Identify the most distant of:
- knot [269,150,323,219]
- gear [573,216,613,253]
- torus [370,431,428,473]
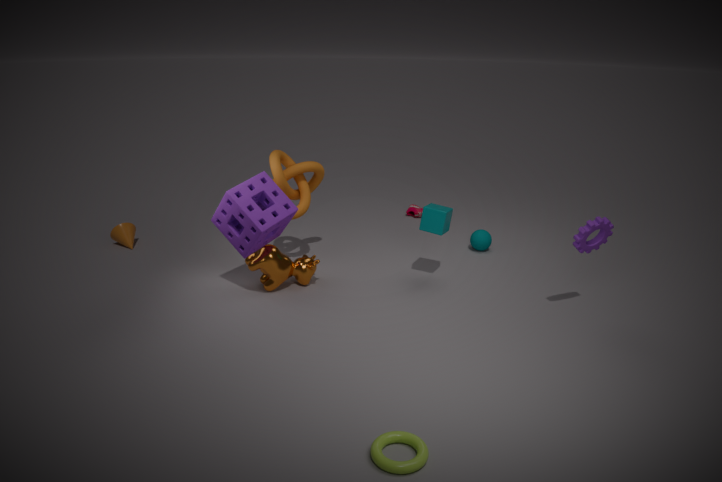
knot [269,150,323,219]
